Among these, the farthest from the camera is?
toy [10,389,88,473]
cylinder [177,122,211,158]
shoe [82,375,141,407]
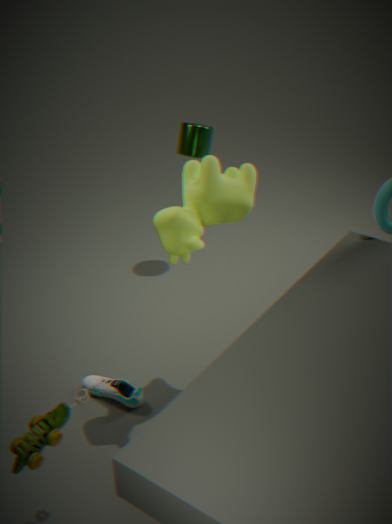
cylinder [177,122,211,158]
